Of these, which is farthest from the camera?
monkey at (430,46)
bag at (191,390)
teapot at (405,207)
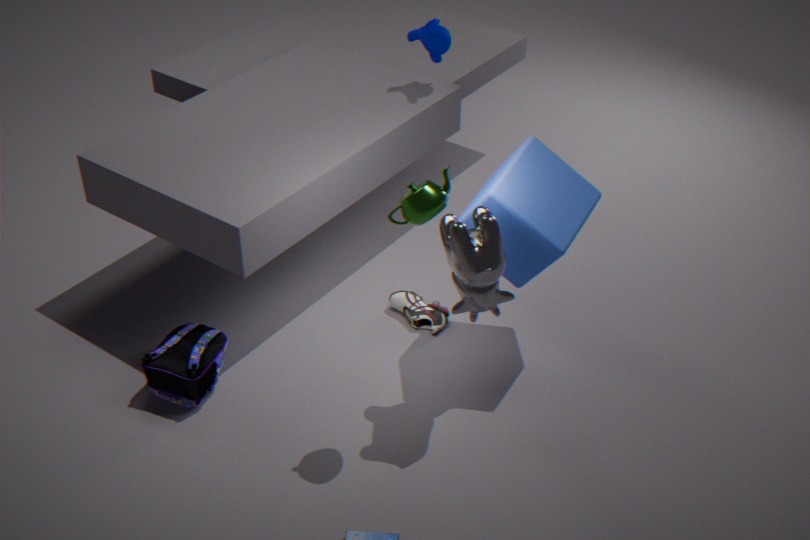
monkey at (430,46)
